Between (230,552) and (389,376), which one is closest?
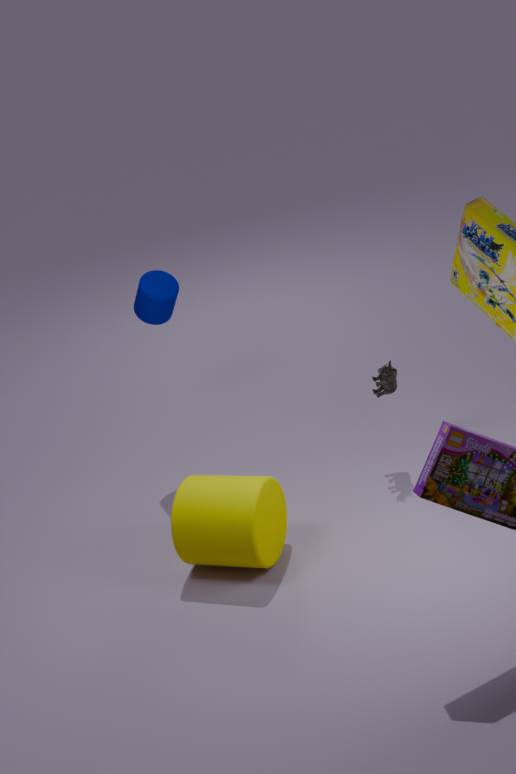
(230,552)
